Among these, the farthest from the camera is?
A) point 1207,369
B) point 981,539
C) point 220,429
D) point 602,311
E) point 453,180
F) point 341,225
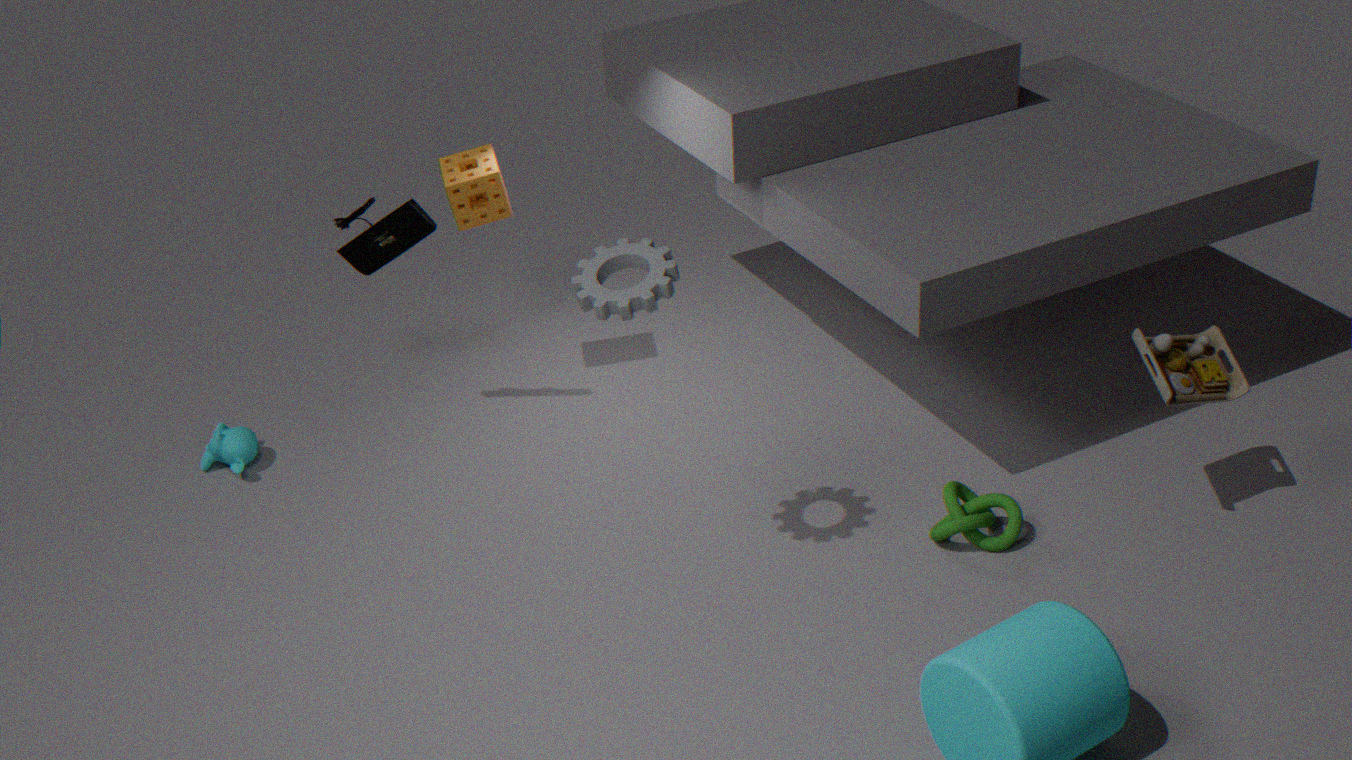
point 220,429
